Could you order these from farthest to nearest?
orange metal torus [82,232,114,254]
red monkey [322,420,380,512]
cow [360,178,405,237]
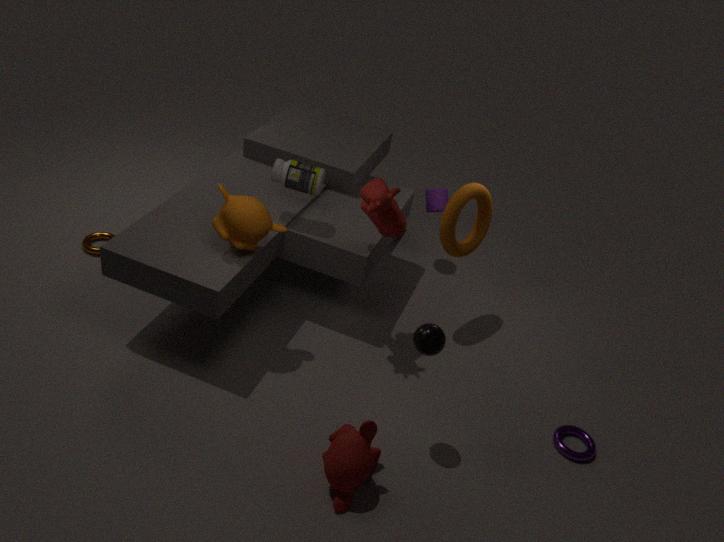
orange metal torus [82,232,114,254]
cow [360,178,405,237]
red monkey [322,420,380,512]
